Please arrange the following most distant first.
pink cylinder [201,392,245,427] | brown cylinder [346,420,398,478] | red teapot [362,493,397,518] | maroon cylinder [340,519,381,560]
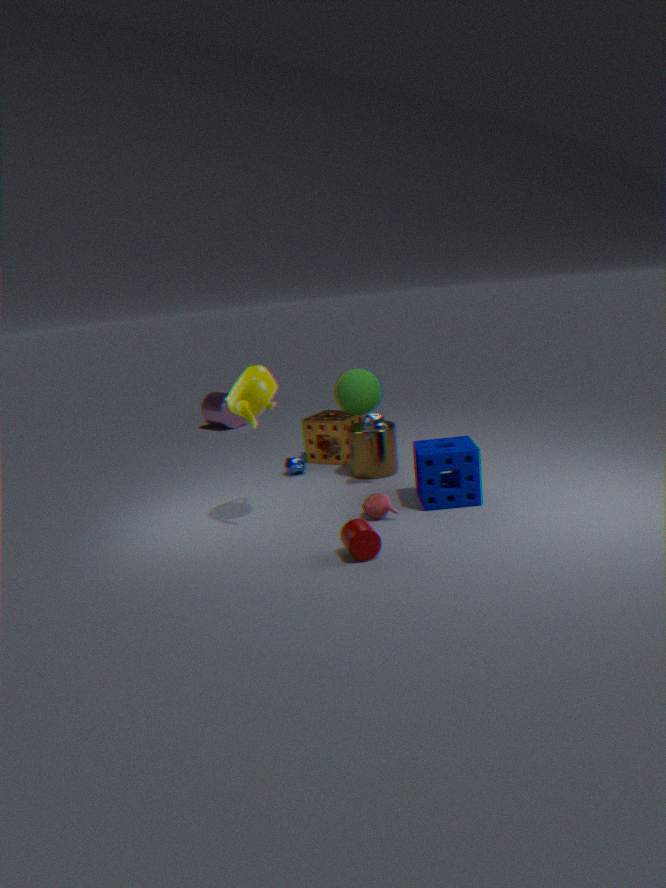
pink cylinder [201,392,245,427]
brown cylinder [346,420,398,478]
red teapot [362,493,397,518]
maroon cylinder [340,519,381,560]
